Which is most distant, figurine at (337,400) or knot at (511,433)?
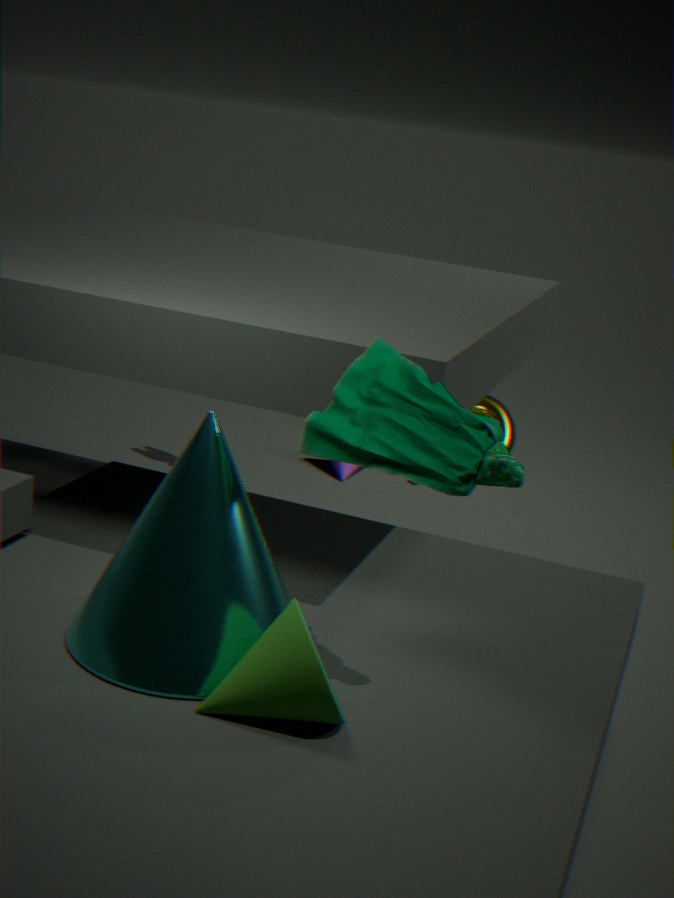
knot at (511,433)
